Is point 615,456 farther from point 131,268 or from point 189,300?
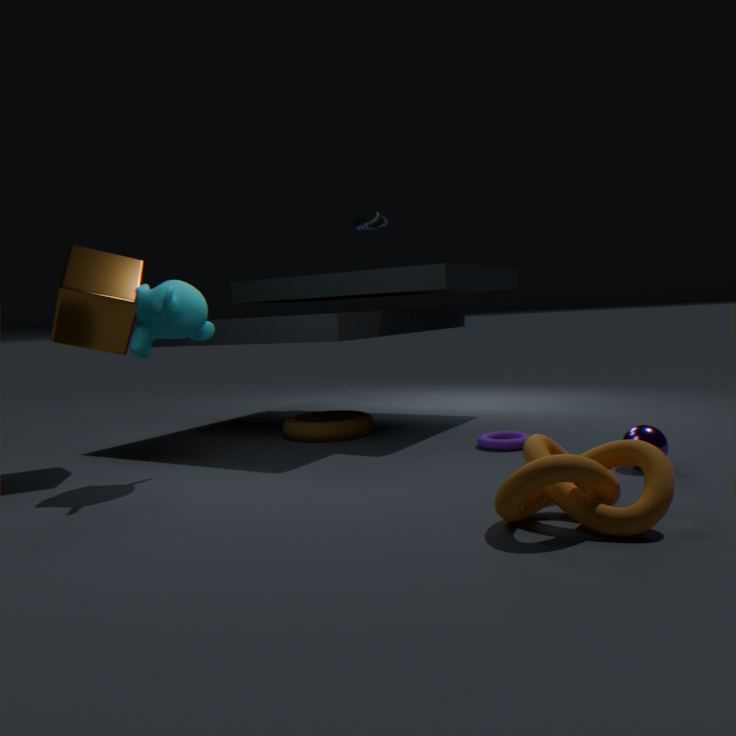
point 131,268
